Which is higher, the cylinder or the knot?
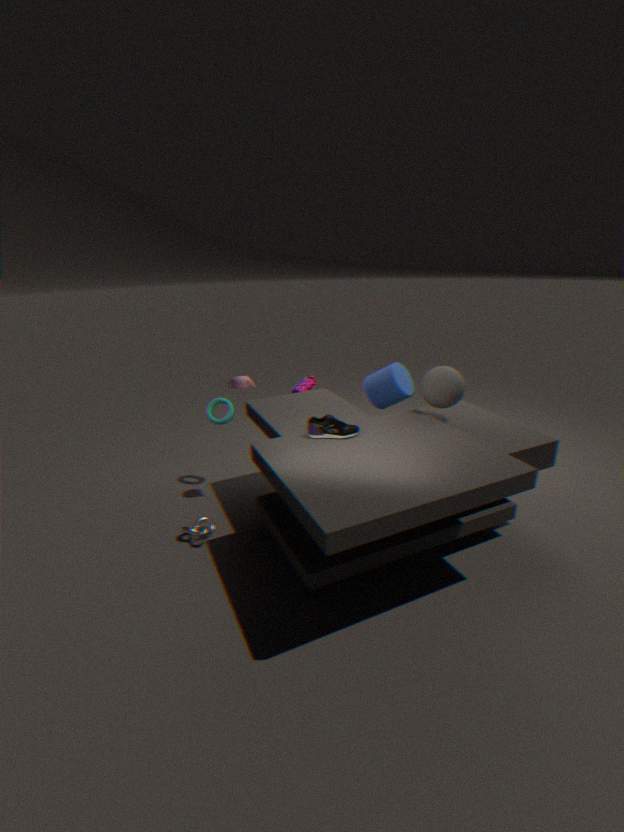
the cylinder
